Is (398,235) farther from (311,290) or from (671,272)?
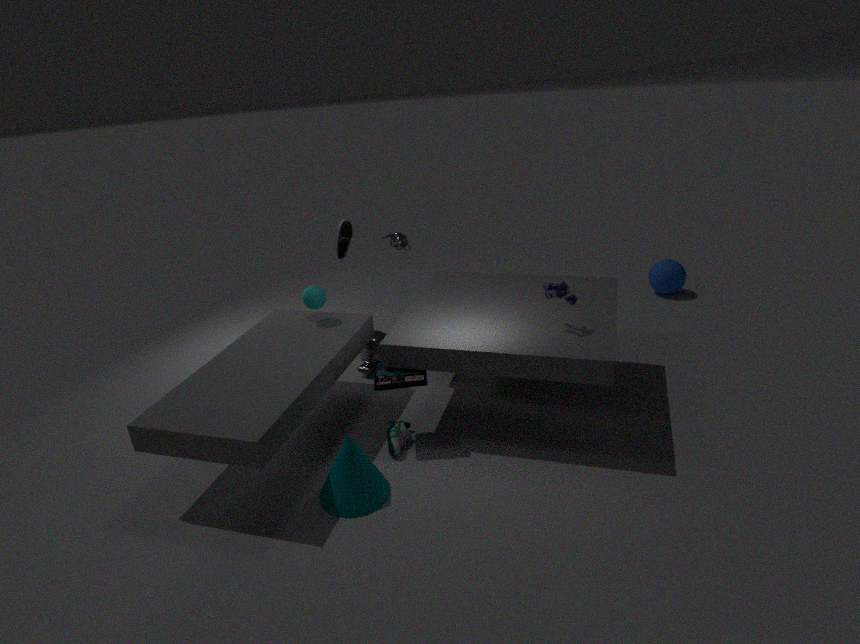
(671,272)
